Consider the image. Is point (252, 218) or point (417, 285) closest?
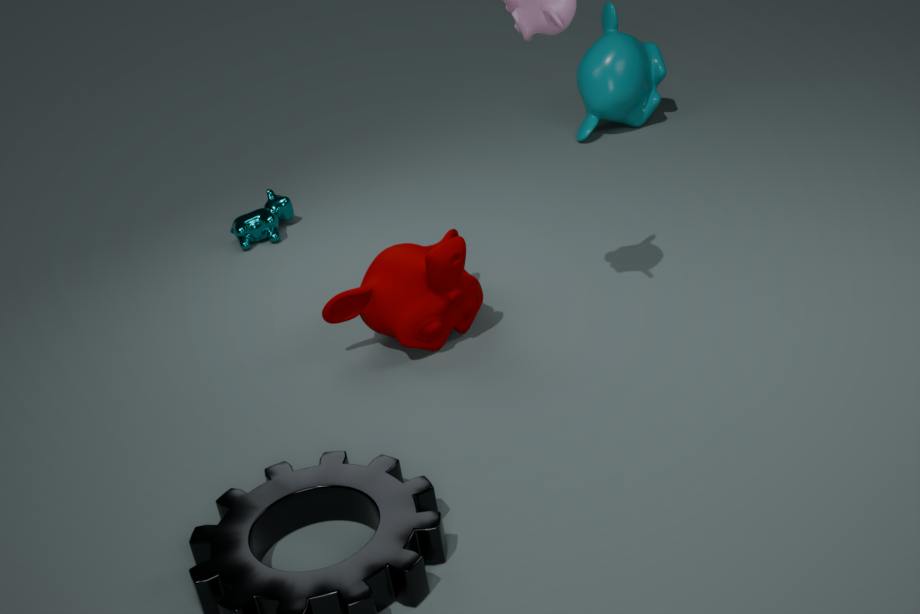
point (417, 285)
